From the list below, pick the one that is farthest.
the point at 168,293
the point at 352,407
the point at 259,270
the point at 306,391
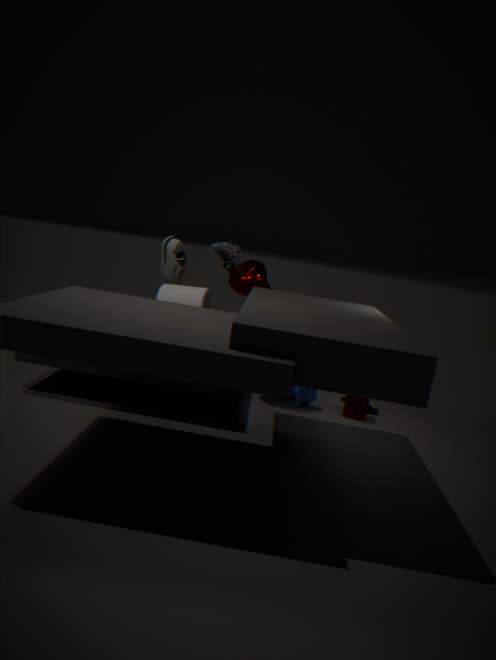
the point at 352,407
